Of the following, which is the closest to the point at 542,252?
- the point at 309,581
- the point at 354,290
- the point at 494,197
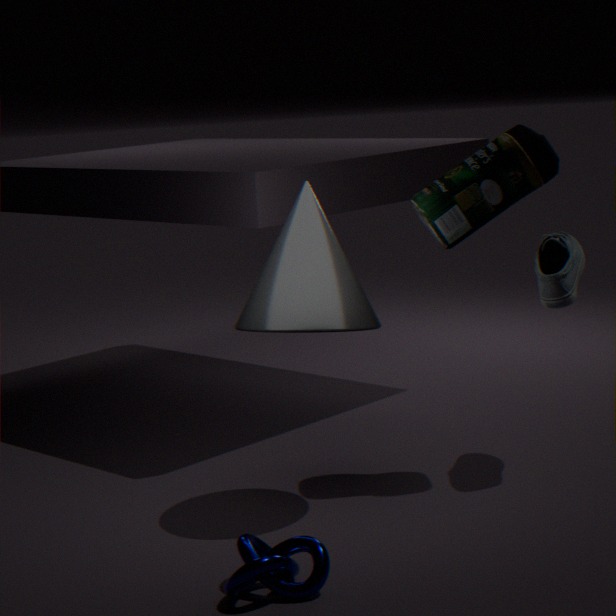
the point at 494,197
